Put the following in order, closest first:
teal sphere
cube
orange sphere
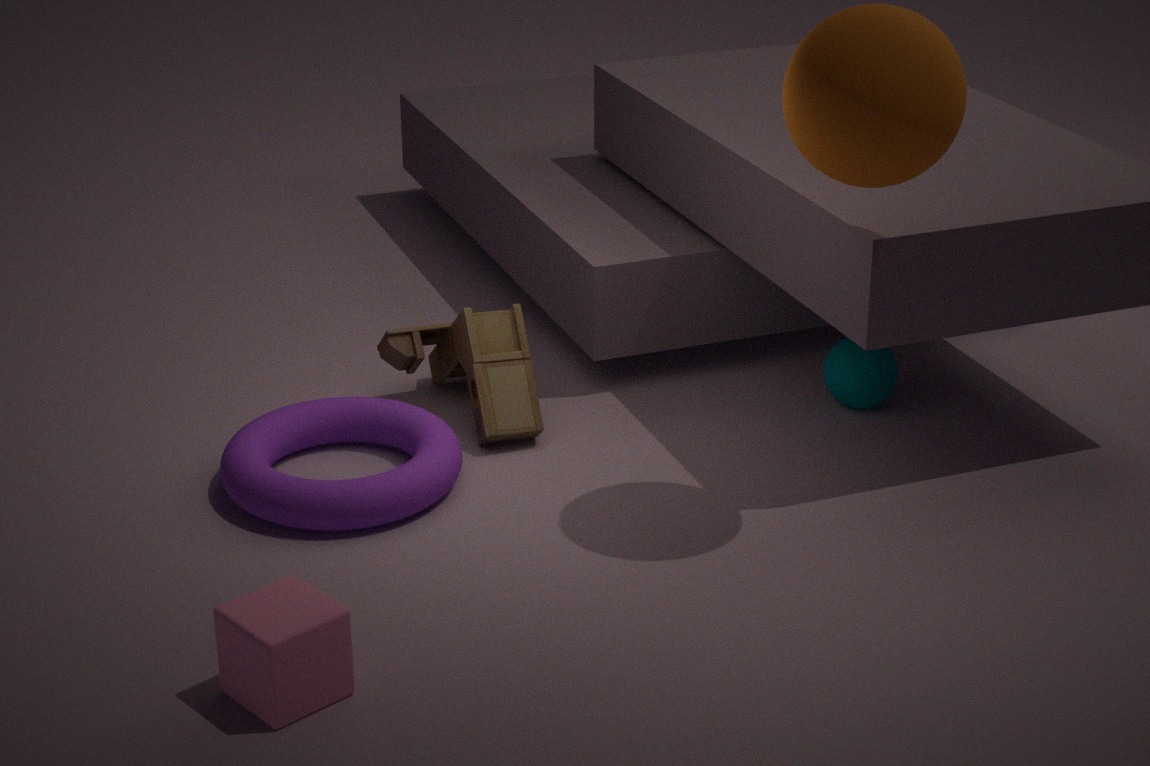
cube → orange sphere → teal sphere
